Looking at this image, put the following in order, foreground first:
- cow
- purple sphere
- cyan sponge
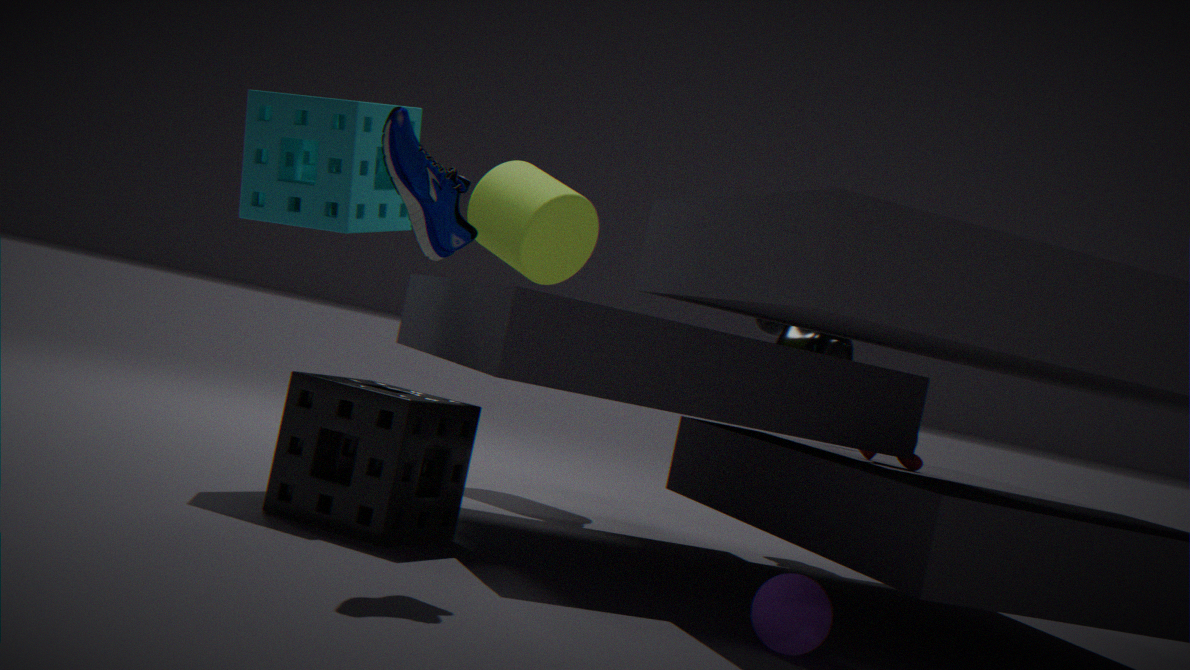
purple sphere → cyan sponge → cow
